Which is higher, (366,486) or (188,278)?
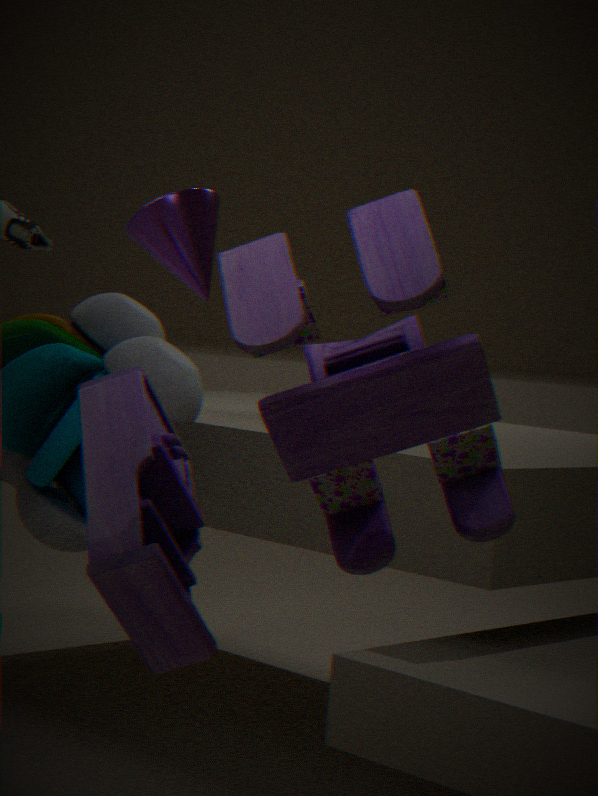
(188,278)
